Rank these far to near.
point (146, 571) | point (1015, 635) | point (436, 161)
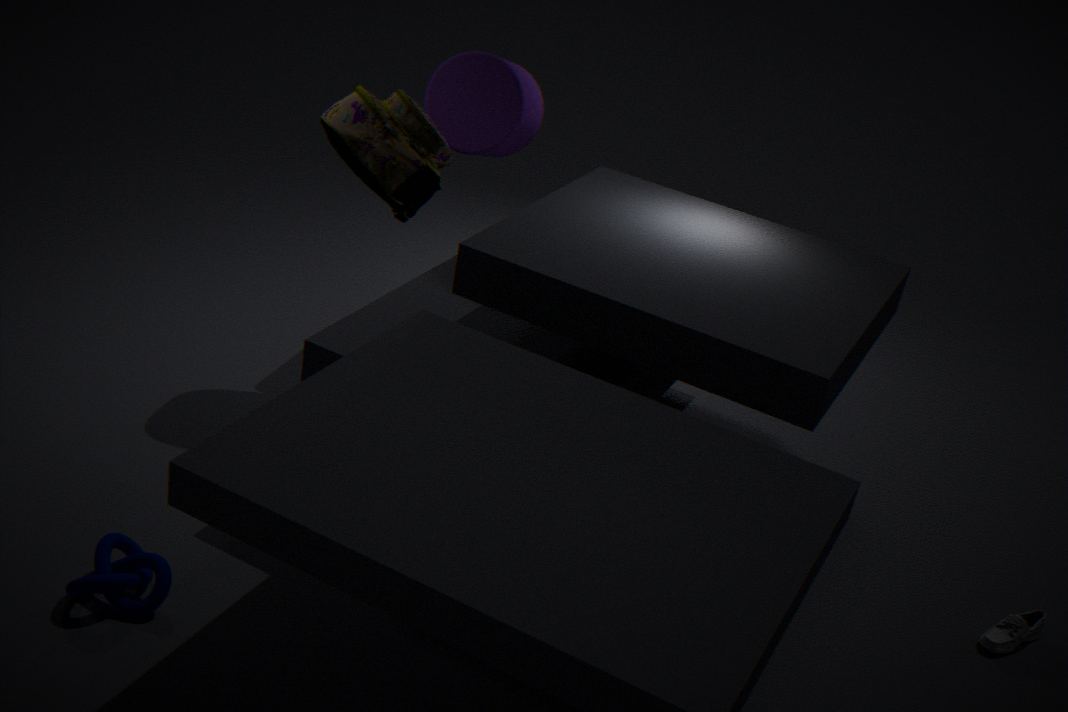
point (436, 161), point (1015, 635), point (146, 571)
